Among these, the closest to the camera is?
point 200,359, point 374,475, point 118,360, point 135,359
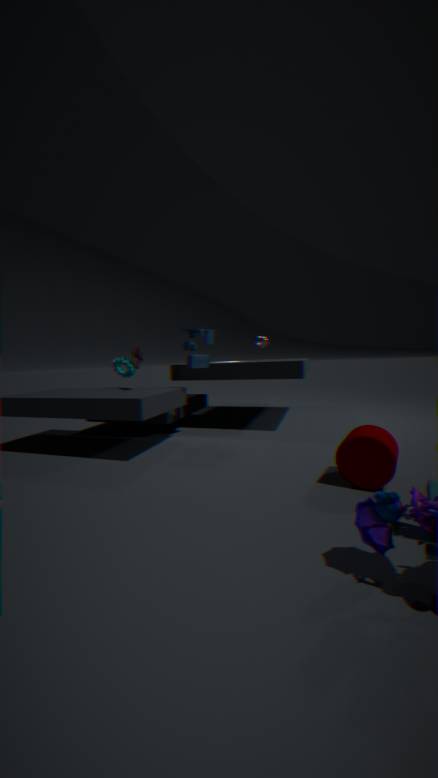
point 374,475
